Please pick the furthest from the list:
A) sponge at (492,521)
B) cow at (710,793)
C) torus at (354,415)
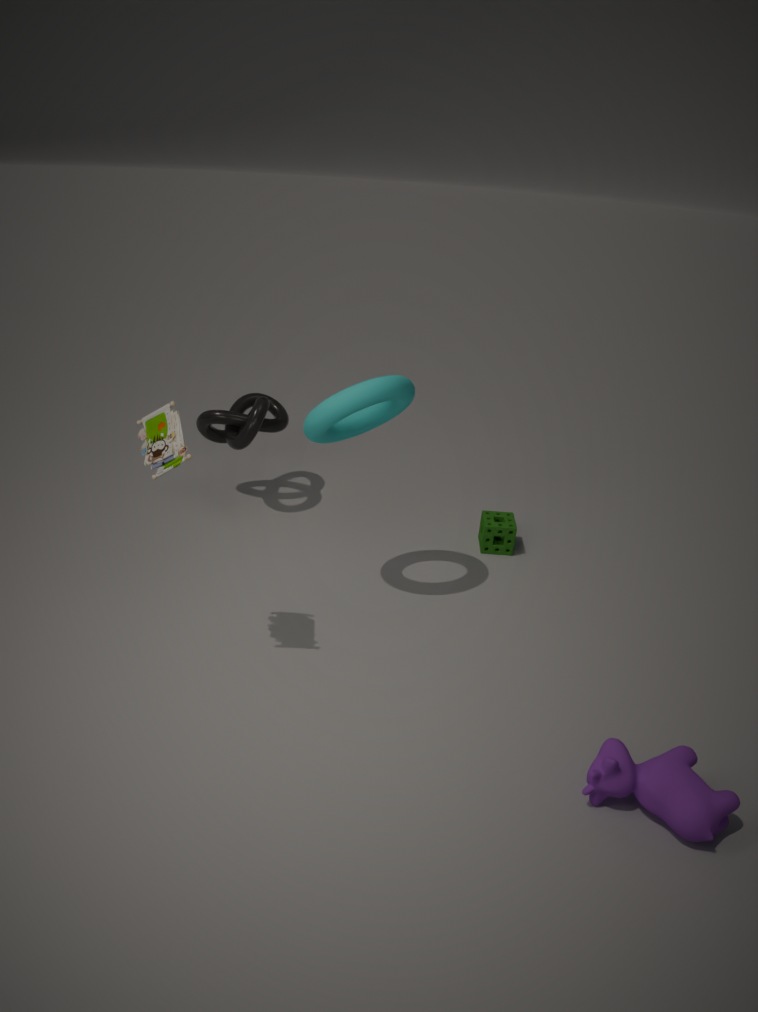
sponge at (492,521)
